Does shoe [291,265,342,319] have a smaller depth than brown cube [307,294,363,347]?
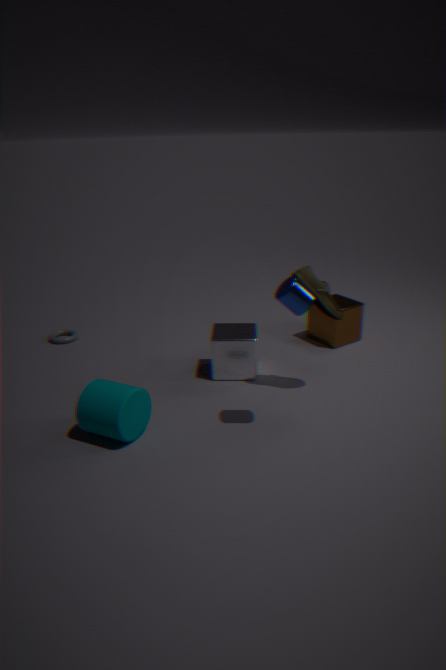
Yes
